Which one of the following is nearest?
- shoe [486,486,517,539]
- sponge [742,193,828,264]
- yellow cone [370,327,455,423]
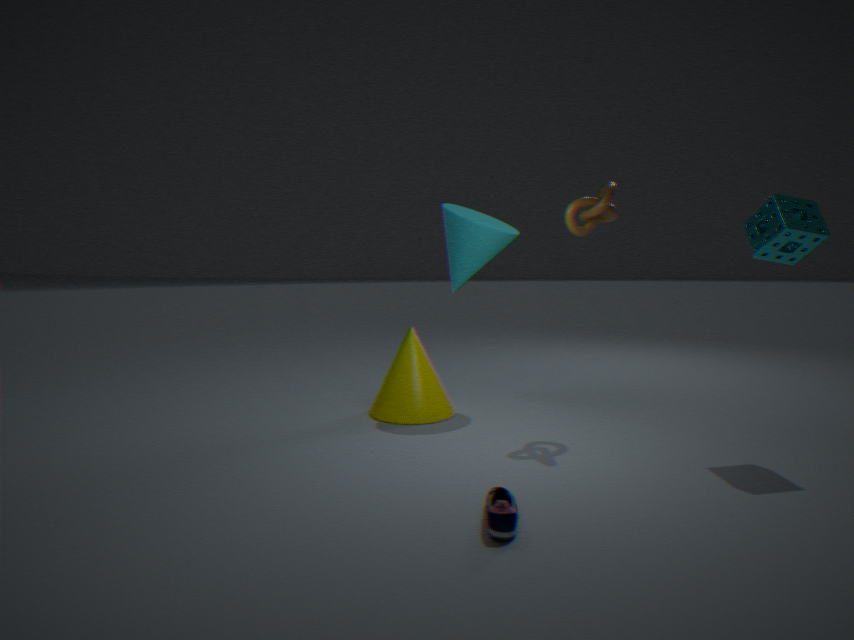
shoe [486,486,517,539]
